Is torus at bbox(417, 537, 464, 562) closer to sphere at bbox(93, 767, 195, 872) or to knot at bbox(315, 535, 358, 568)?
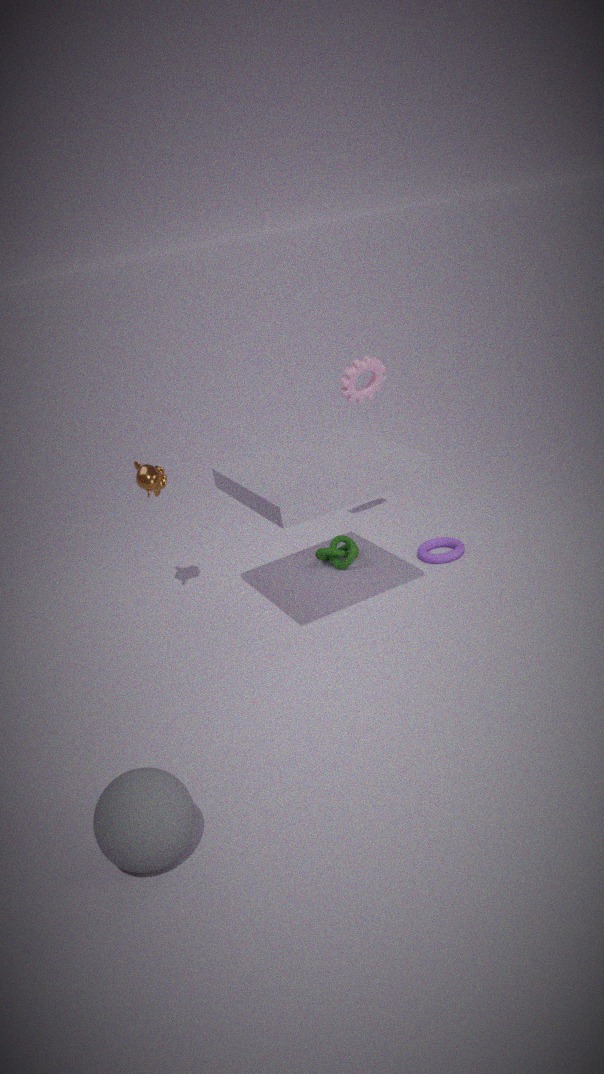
knot at bbox(315, 535, 358, 568)
